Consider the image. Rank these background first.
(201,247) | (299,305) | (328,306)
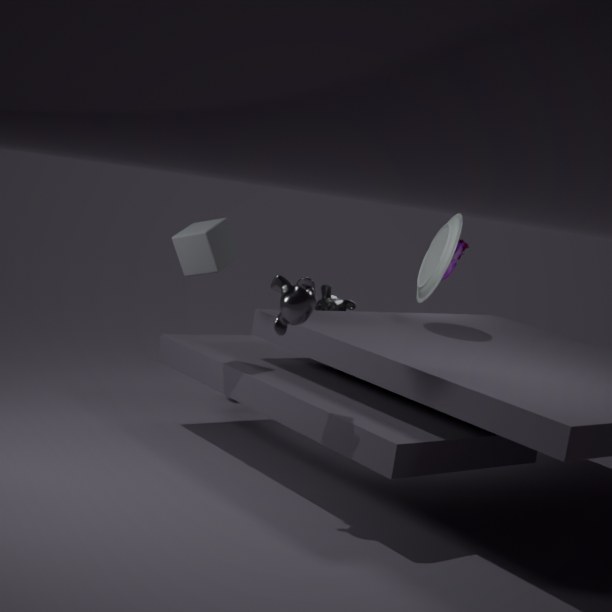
(328,306) → (201,247) → (299,305)
